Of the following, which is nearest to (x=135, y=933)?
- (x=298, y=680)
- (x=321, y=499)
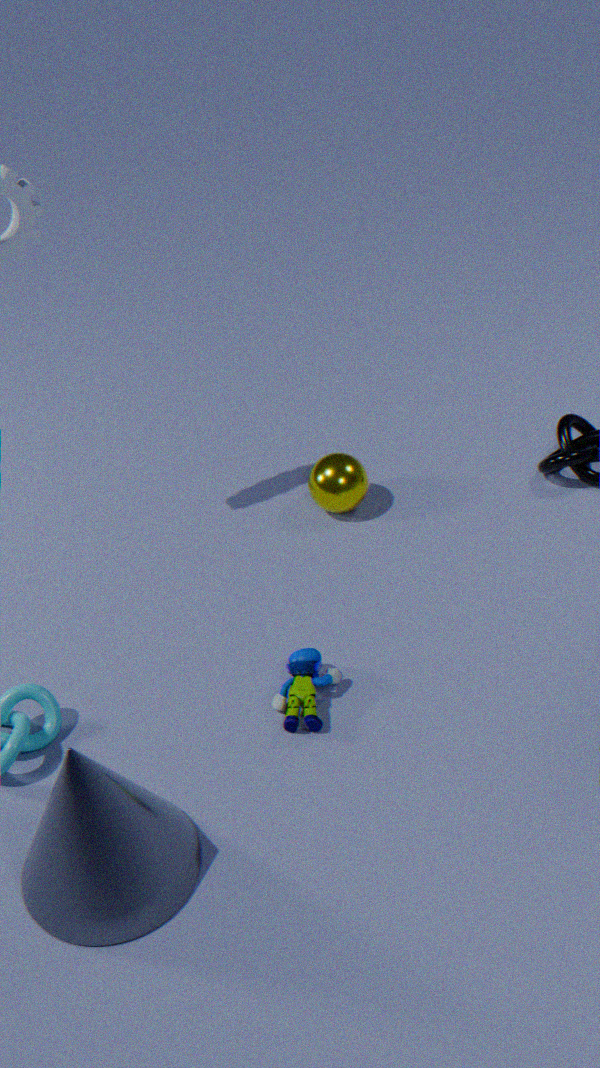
(x=298, y=680)
